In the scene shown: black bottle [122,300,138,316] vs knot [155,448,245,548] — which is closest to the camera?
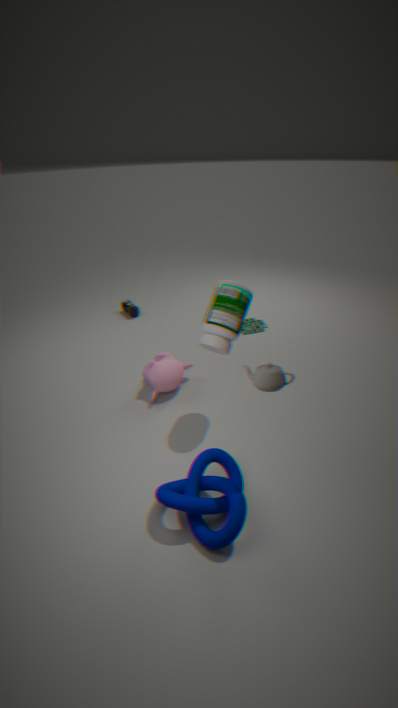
knot [155,448,245,548]
